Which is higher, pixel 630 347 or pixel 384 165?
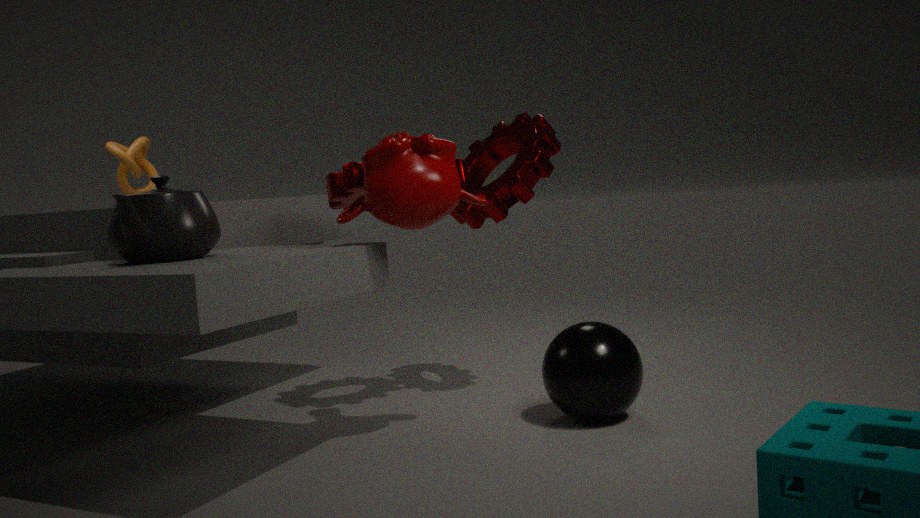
pixel 384 165
